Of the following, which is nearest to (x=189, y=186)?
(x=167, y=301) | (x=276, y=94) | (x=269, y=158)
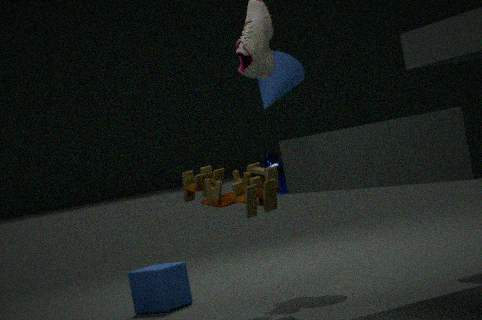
(x=269, y=158)
